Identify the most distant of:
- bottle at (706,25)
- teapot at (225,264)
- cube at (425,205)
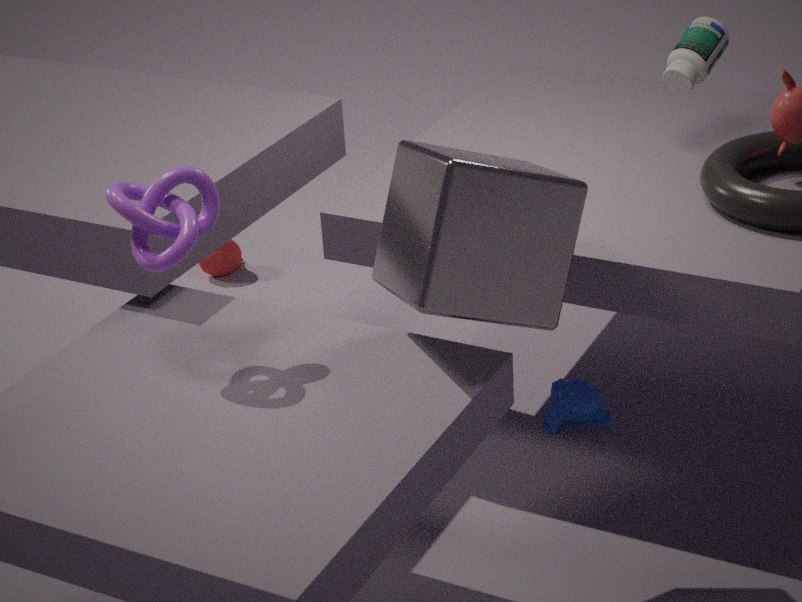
teapot at (225,264)
